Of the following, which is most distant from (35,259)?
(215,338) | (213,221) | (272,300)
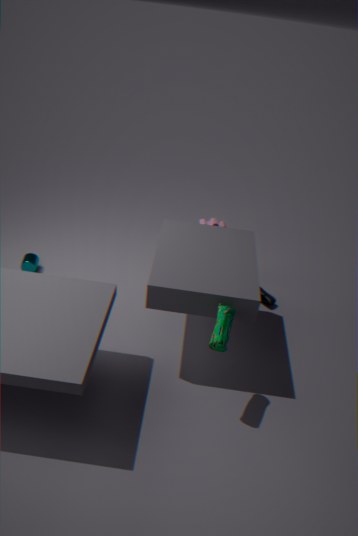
(272,300)
